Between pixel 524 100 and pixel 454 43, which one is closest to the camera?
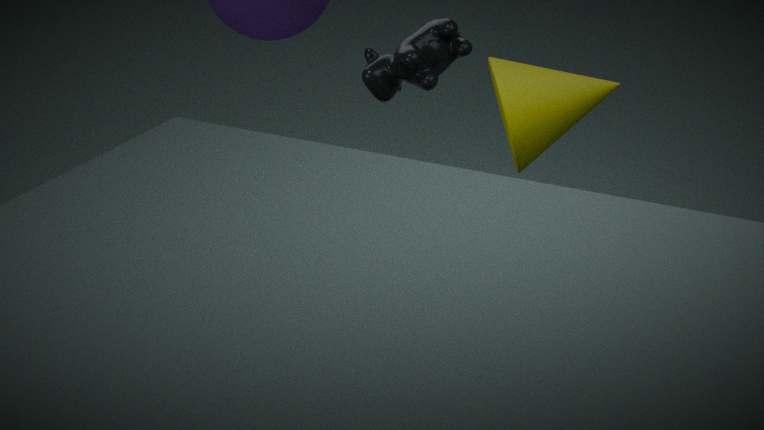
pixel 524 100
